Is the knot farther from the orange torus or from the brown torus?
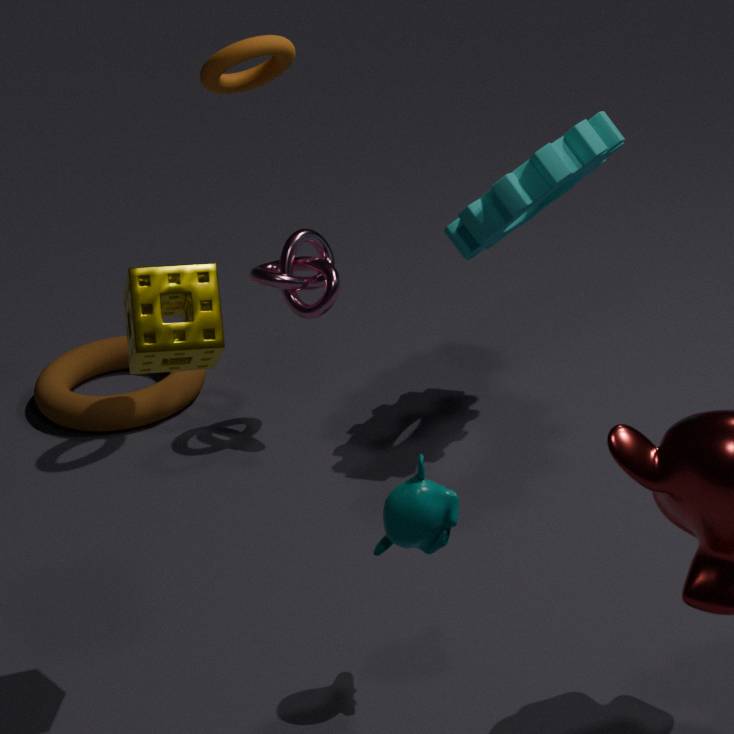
the brown torus
